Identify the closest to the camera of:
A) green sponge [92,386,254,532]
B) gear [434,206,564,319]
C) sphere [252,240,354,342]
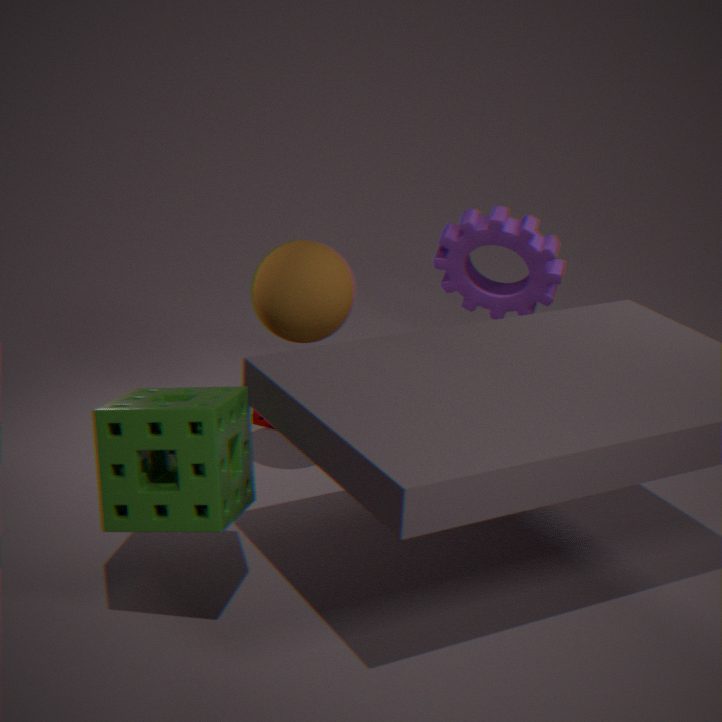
green sponge [92,386,254,532]
